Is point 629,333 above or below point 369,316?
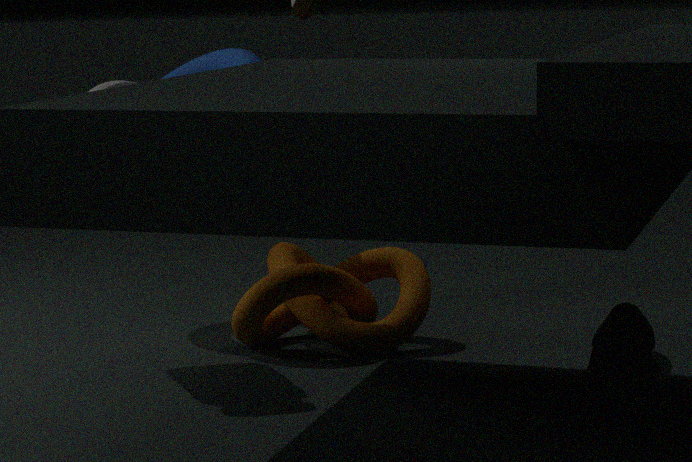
below
